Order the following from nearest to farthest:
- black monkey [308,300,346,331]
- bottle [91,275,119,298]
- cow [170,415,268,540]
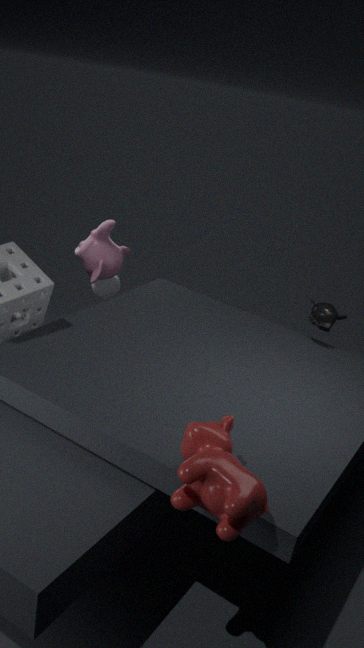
cow [170,415,268,540] → black monkey [308,300,346,331] → bottle [91,275,119,298]
